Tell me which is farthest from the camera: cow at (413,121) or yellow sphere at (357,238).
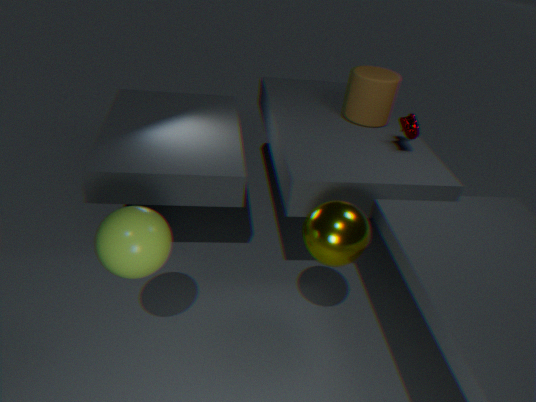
cow at (413,121)
